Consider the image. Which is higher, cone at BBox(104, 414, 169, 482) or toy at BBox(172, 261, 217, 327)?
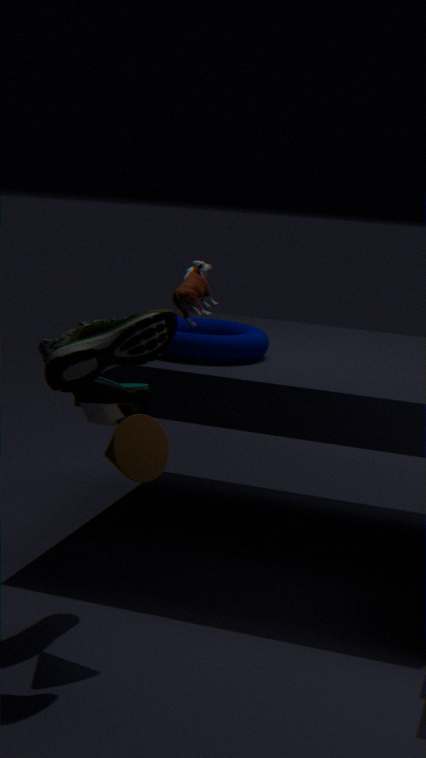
toy at BBox(172, 261, 217, 327)
